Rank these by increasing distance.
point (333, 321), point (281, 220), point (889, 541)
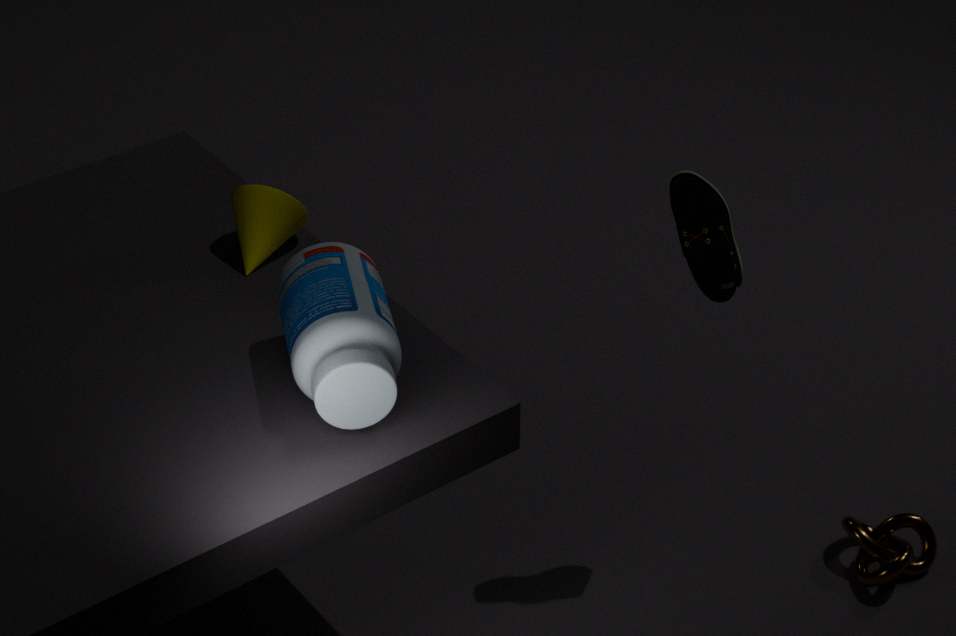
point (333, 321)
point (281, 220)
point (889, 541)
